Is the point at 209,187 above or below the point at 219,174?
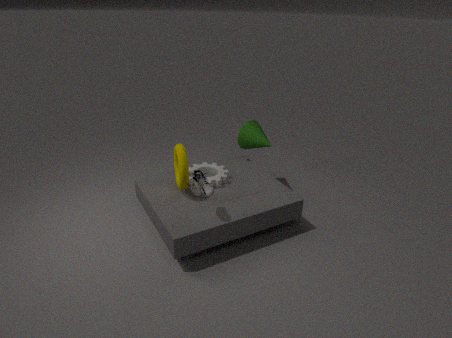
above
